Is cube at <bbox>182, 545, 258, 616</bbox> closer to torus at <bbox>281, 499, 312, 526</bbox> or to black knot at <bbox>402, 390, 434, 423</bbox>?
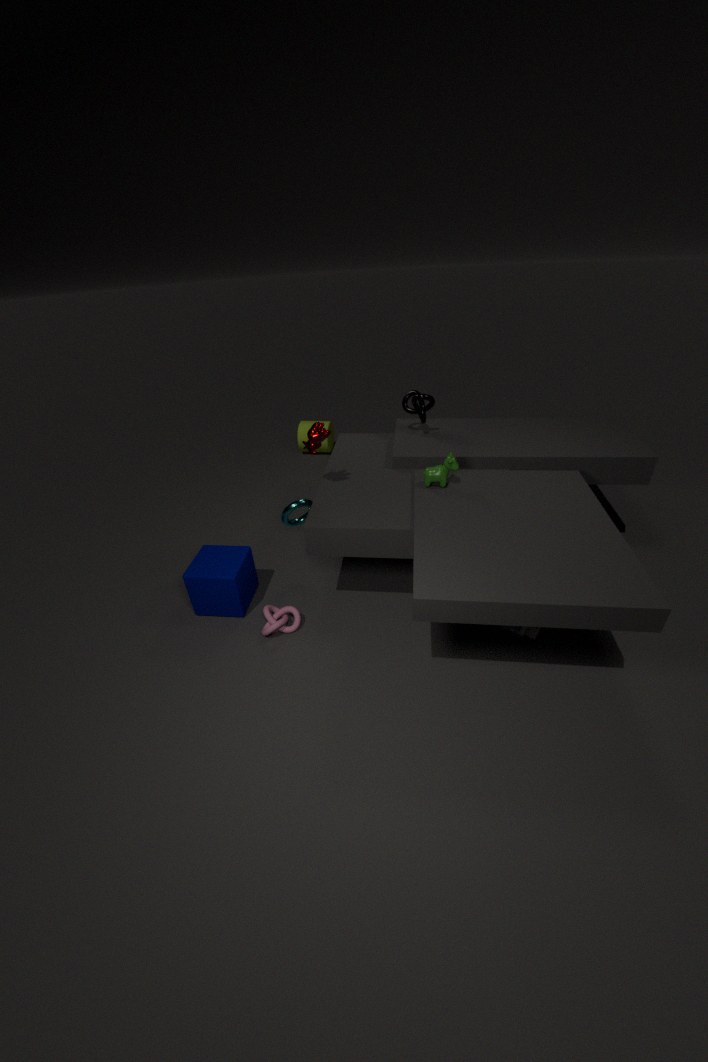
torus at <bbox>281, 499, 312, 526</bbox>
